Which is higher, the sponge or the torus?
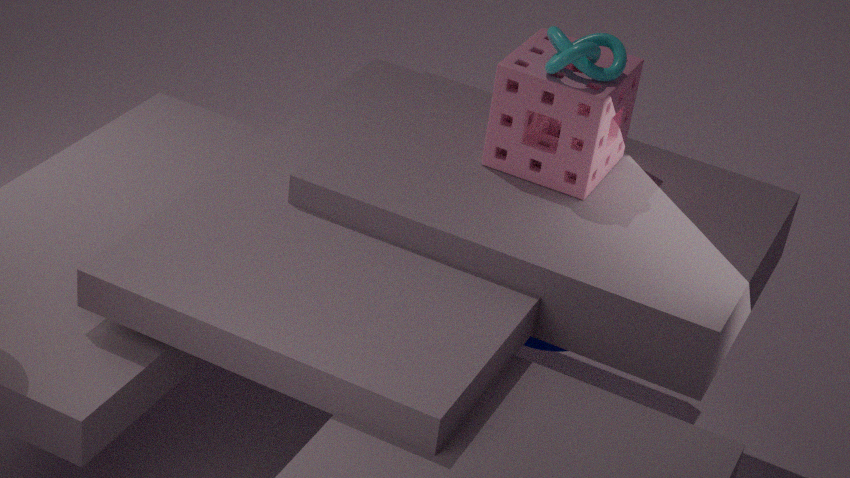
the sponge
